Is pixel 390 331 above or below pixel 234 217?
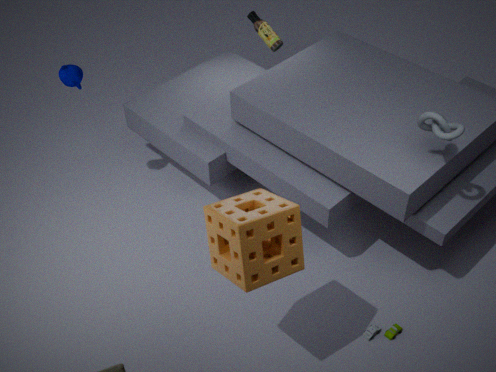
below
